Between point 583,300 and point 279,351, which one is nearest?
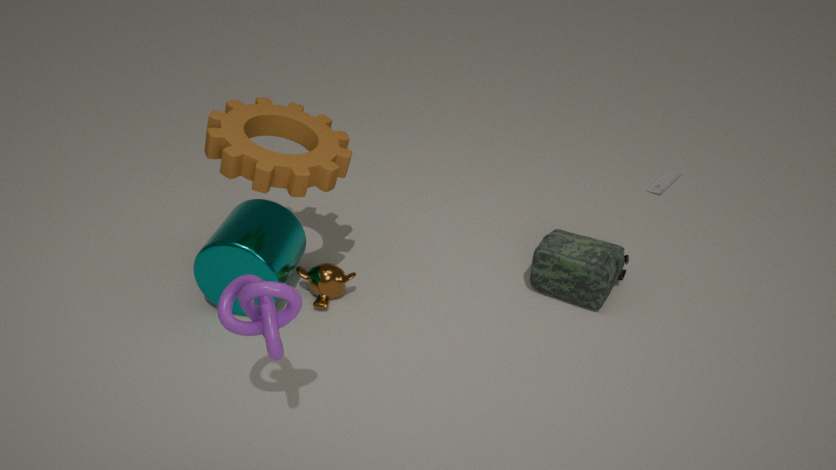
point 279,351
